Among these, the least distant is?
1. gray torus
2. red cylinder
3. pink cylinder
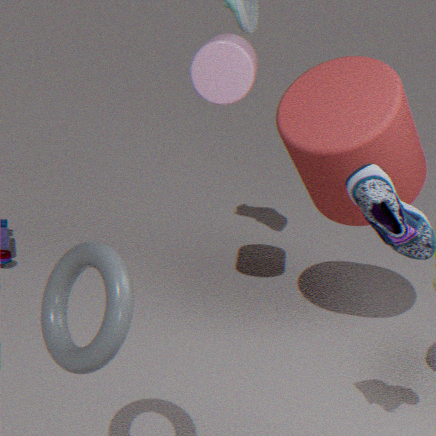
gray torus
